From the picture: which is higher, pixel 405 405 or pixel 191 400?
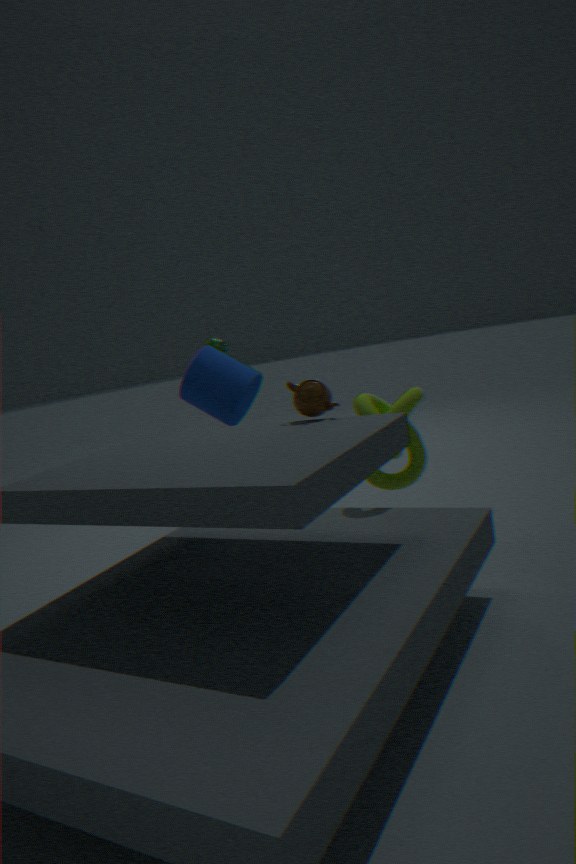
pixel 191 400
